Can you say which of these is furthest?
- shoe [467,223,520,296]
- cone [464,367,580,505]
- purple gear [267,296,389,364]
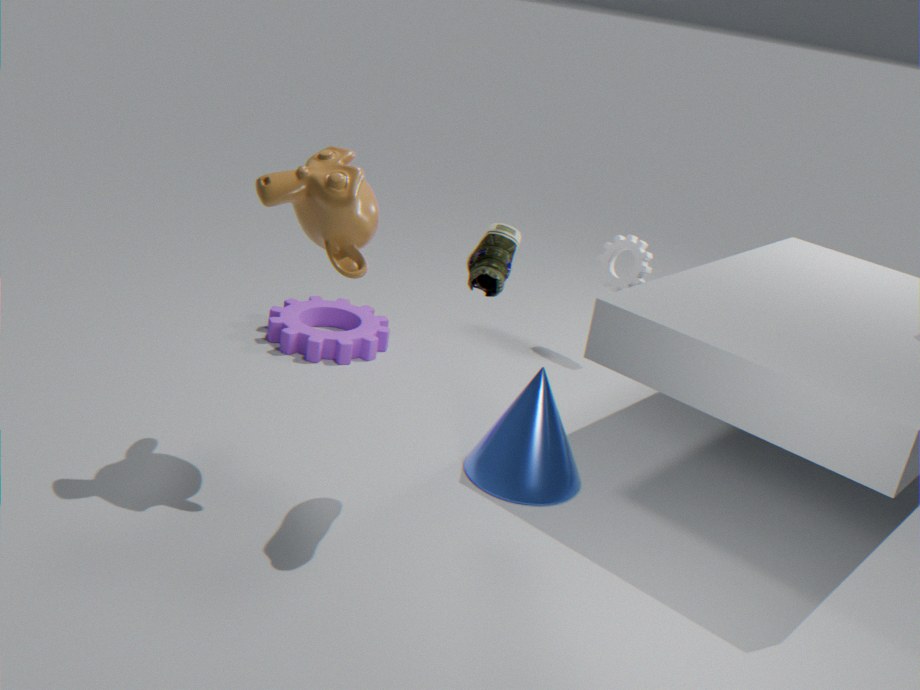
purple gear [267,296,389,364]
